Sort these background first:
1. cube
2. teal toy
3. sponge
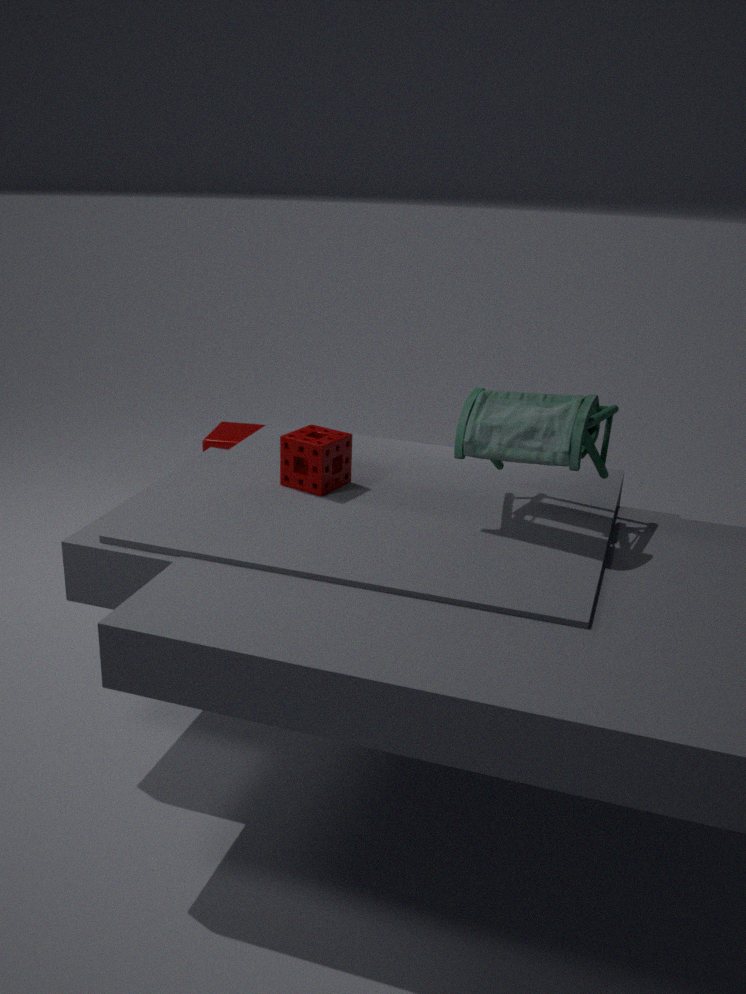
cube
sponge
teal toy
